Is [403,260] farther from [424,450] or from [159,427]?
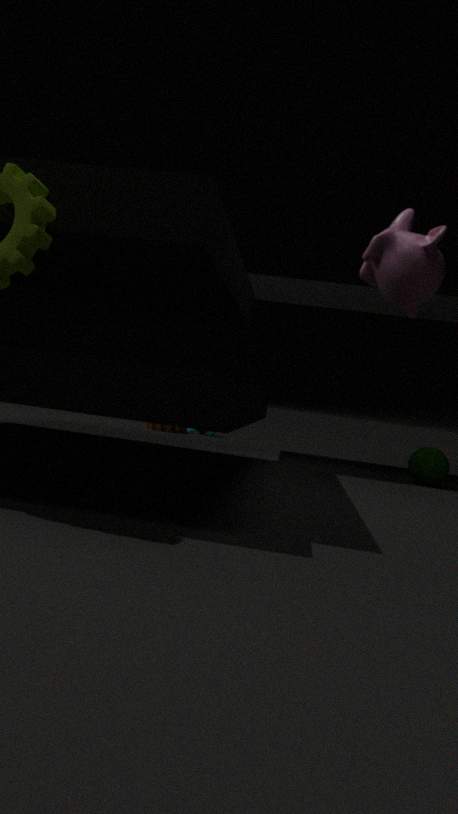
[159,427]
